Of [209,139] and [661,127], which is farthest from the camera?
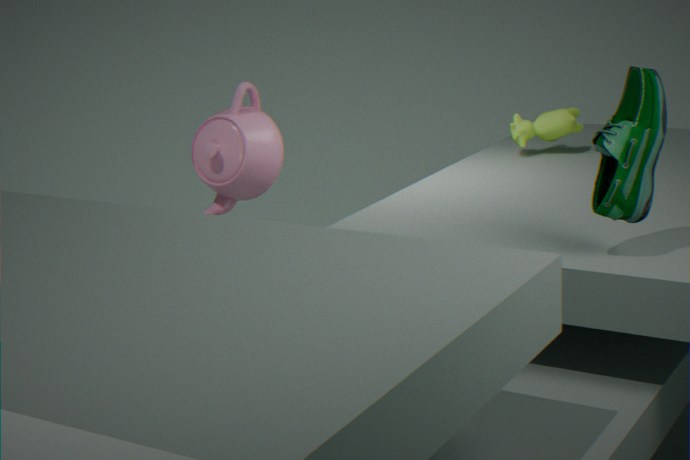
[209,139]
